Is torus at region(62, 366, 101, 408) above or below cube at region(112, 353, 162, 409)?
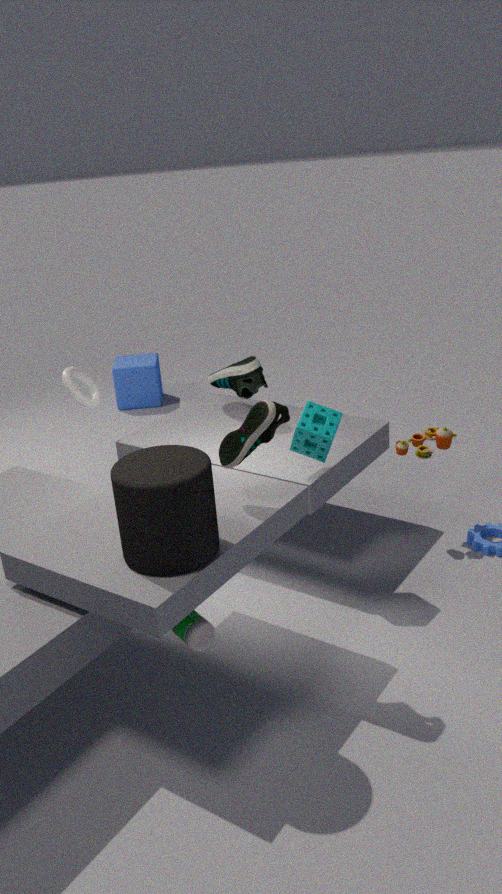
above
